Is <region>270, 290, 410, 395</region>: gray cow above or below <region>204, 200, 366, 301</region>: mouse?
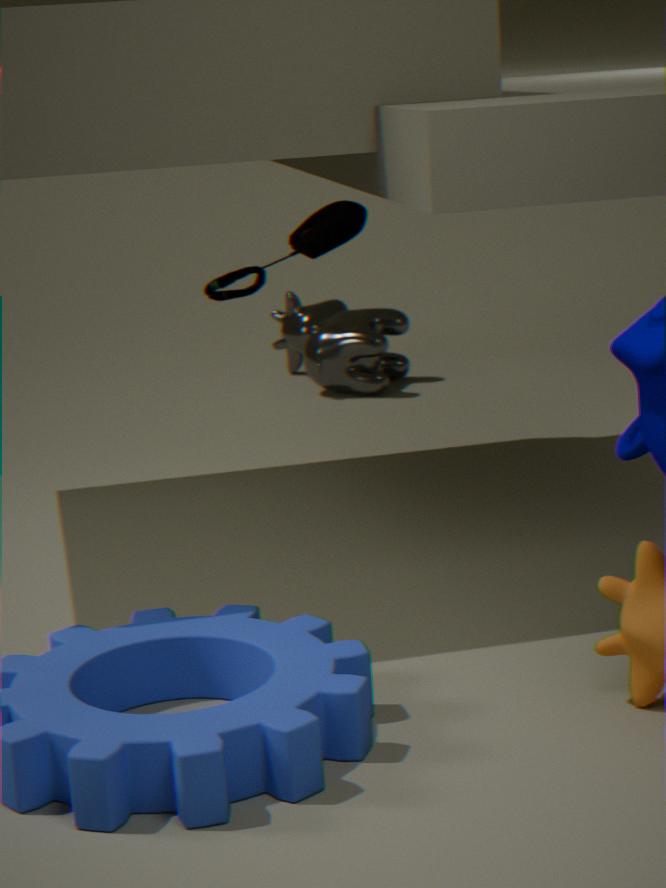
below
